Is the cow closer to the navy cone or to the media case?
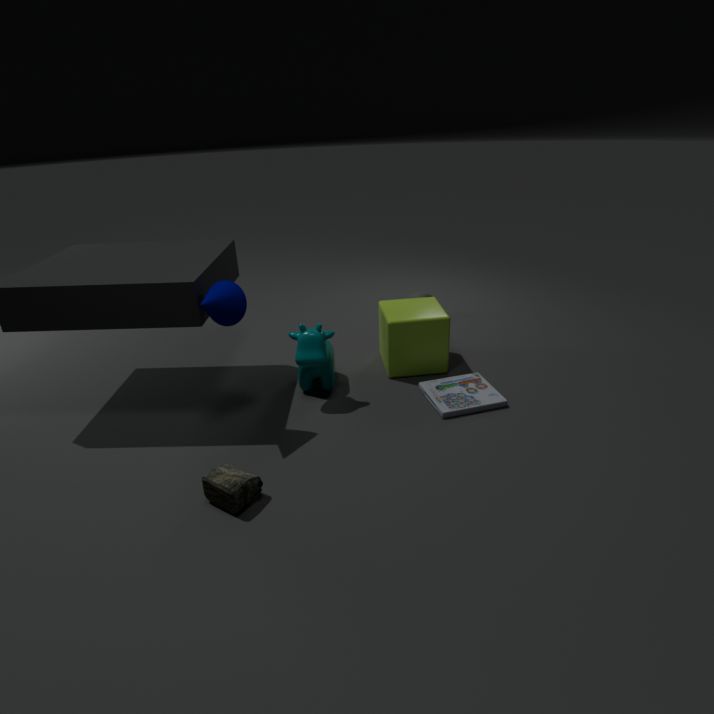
the navy cone
